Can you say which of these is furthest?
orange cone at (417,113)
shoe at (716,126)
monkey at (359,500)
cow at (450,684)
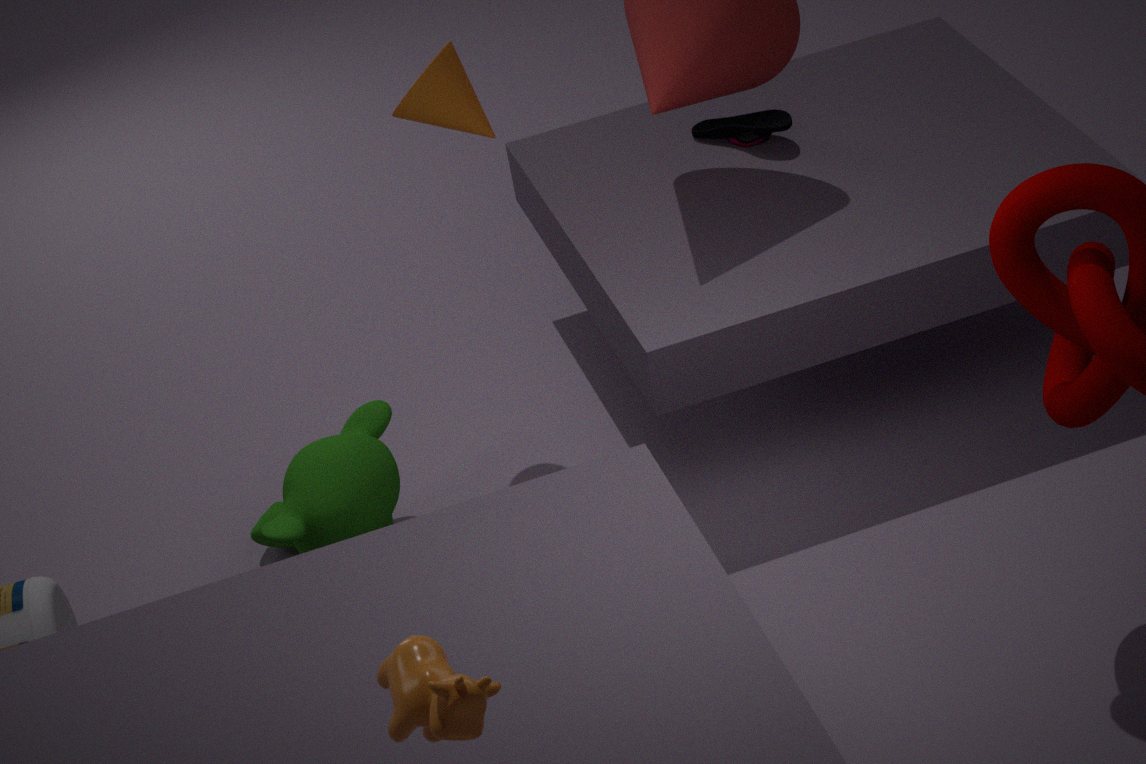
shoe at (716,126)
